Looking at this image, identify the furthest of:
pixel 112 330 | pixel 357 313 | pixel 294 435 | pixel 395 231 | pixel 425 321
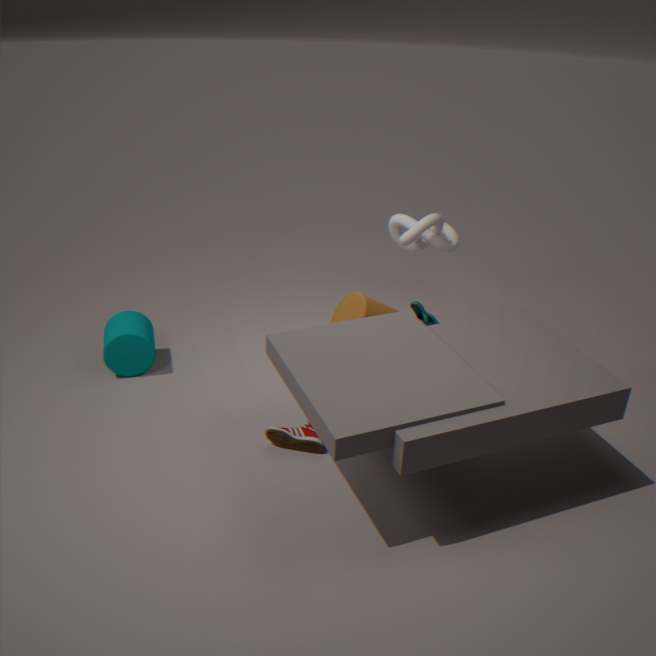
pixel 395 231
